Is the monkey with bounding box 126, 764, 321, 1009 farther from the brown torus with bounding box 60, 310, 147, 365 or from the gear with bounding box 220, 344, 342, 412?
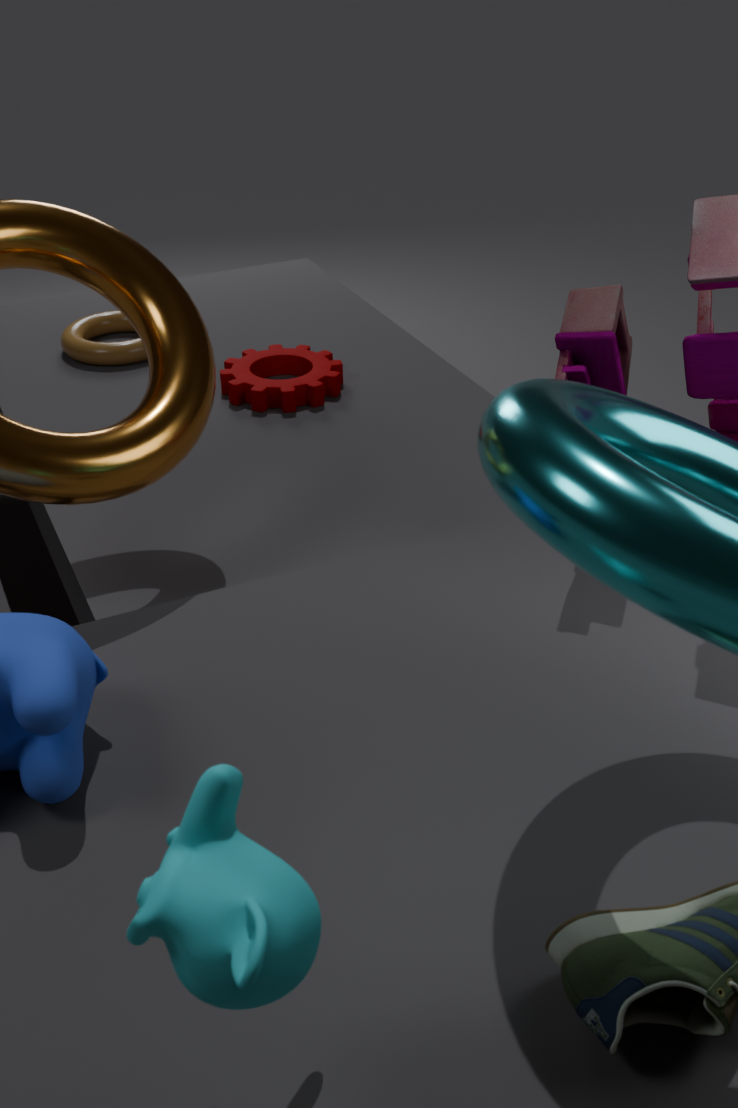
the brown torus with bounding box 60, 310, 147, 365
